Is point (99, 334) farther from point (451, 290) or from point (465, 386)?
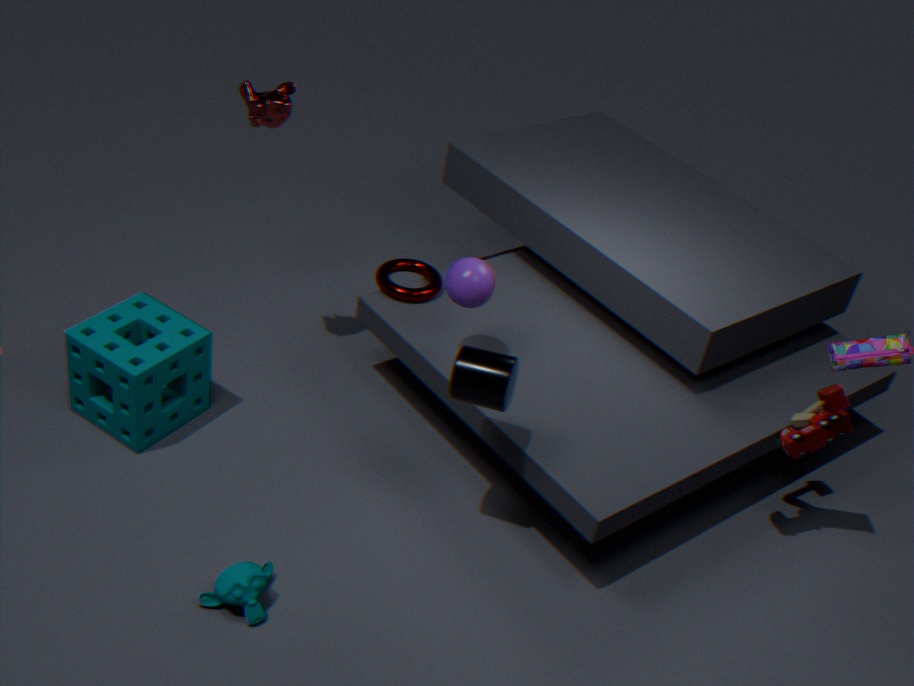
point (465, 386)
